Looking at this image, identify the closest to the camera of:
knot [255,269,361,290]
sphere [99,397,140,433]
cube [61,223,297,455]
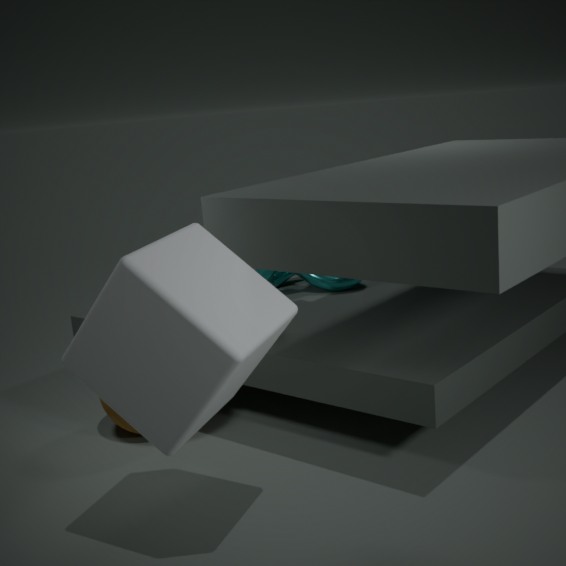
cube [61,223,297,455]
